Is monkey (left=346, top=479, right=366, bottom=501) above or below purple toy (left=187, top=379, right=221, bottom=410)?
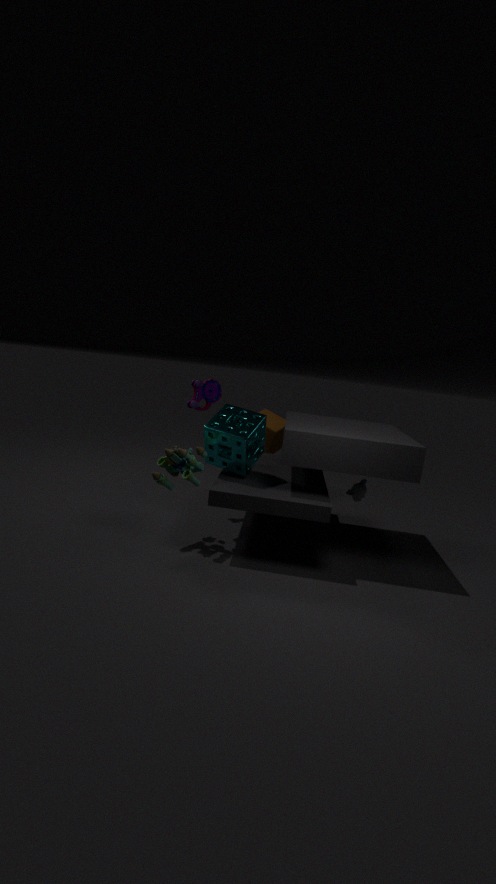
below
